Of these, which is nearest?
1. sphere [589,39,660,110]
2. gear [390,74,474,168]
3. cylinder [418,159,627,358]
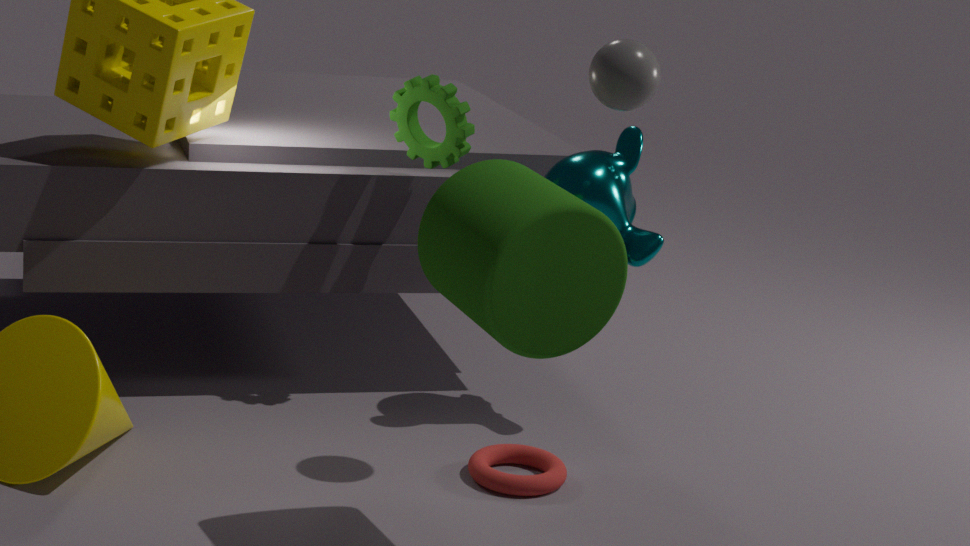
cylinder [418,159,627,358]
